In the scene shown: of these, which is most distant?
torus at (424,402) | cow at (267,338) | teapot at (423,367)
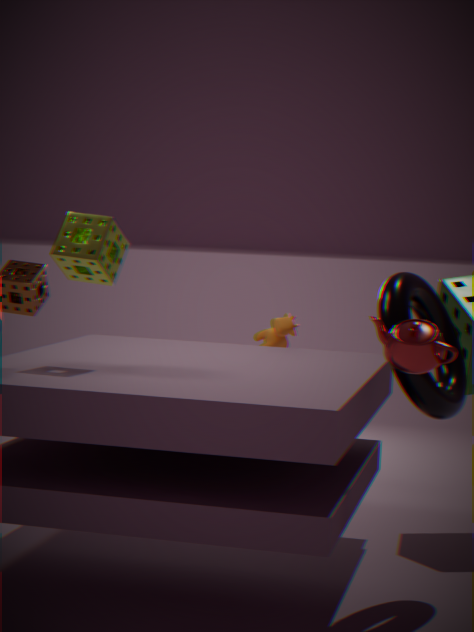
cow at (267,338)
